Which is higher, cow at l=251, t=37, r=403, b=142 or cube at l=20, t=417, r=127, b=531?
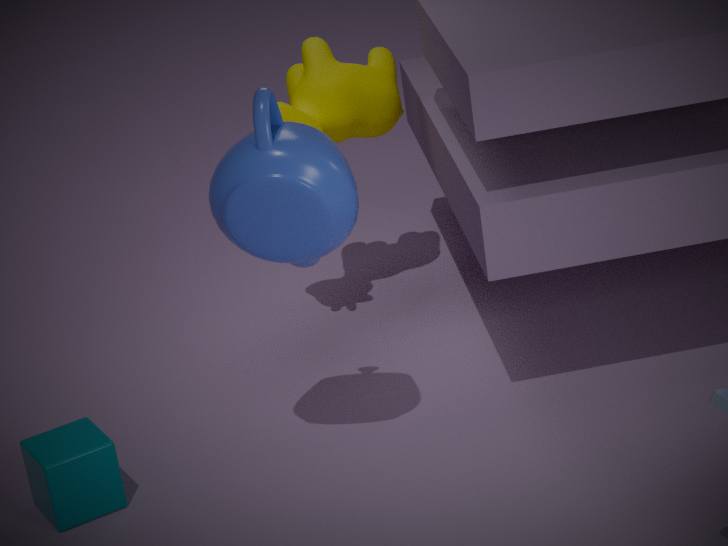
cow at l=251, t=37, r=403, b=142
